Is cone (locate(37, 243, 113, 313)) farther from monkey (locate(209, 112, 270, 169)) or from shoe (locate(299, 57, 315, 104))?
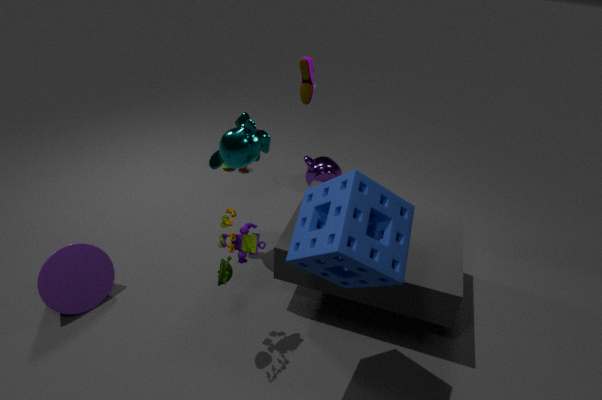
shoe (locate(299, 57, 315, 104))
